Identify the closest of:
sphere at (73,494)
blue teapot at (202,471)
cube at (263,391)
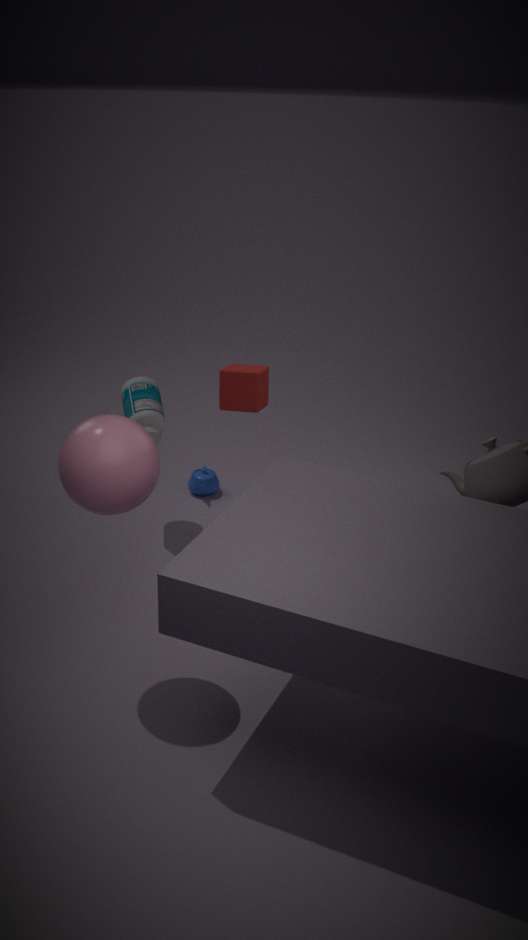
sphere at (73,494)
